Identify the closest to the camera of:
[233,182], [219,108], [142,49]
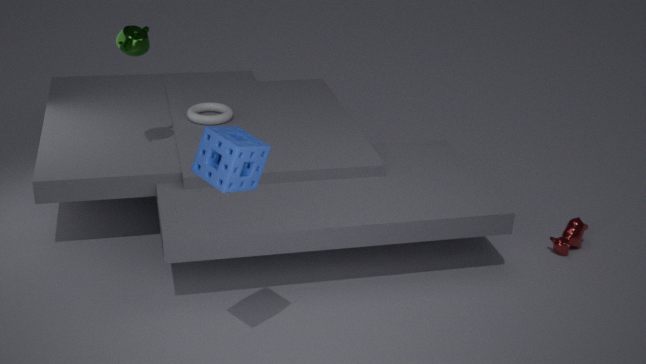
[233,182]
